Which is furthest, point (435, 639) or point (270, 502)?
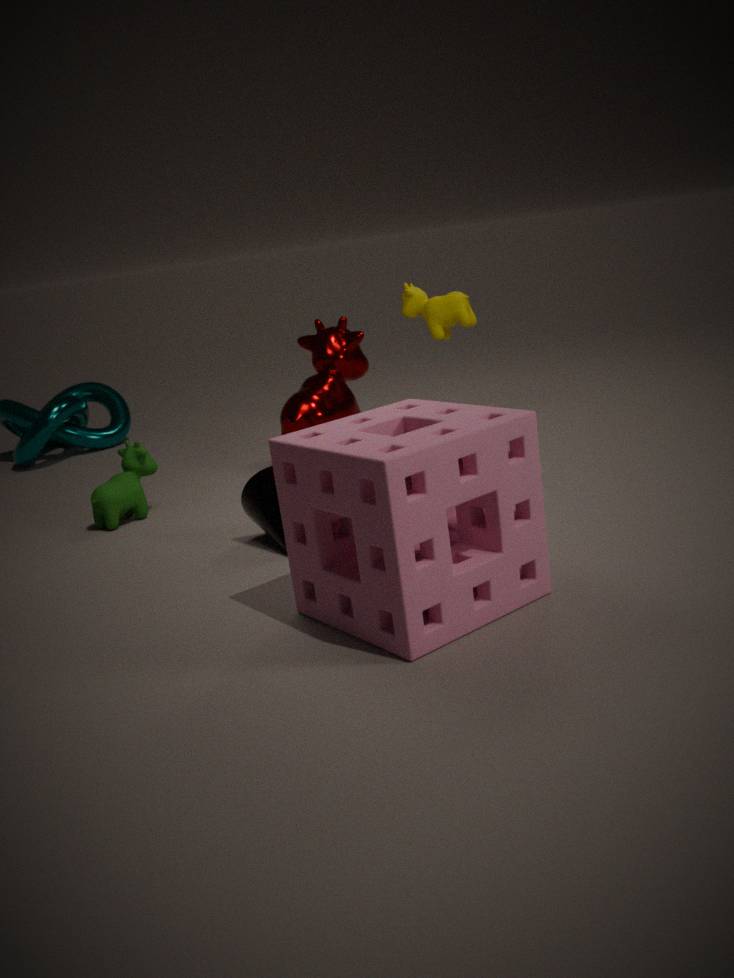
point (270, 502)
